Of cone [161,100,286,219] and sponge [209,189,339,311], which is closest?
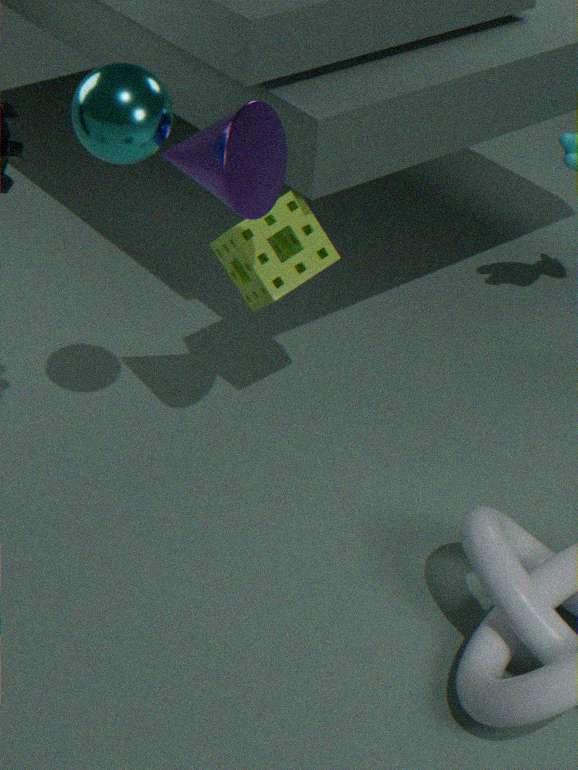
cone [161,100,286,219]
